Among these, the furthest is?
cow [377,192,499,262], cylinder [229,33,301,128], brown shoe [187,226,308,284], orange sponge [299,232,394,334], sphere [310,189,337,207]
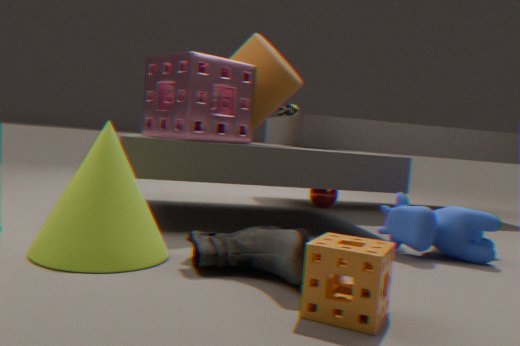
sphere [310,189,337,207]
